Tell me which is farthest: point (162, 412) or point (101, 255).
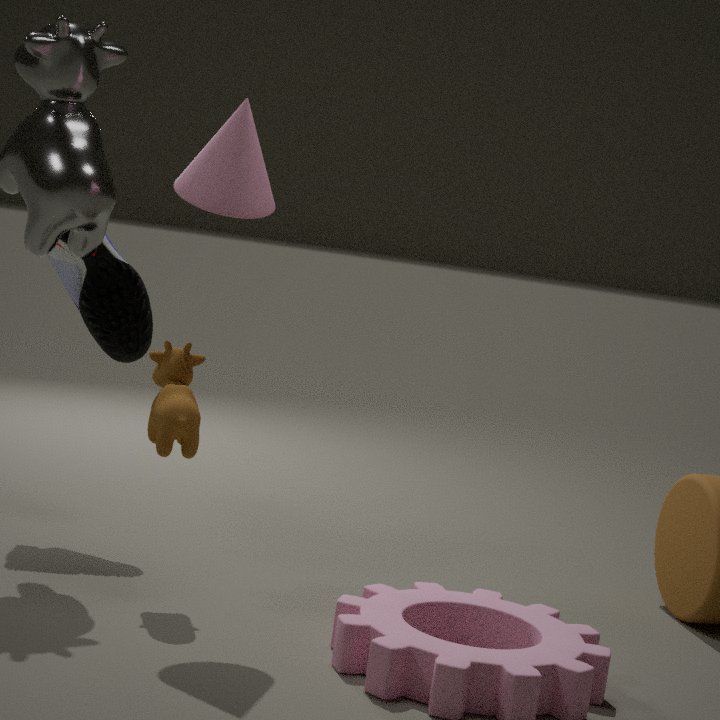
point (101, 255)
